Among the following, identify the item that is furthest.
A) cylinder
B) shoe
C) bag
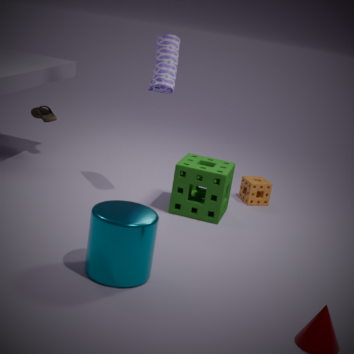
shoe
